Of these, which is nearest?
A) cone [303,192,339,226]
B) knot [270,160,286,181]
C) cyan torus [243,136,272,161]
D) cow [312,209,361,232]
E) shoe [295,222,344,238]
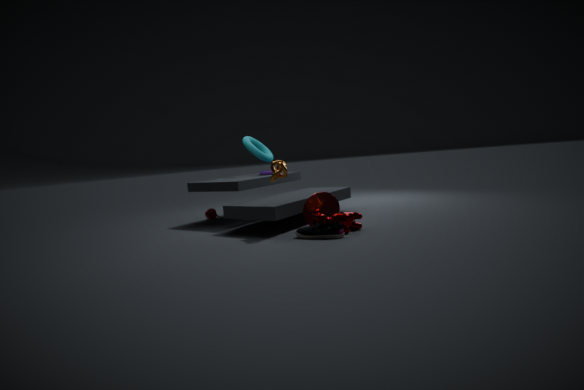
shoe [295,222,344,238]
